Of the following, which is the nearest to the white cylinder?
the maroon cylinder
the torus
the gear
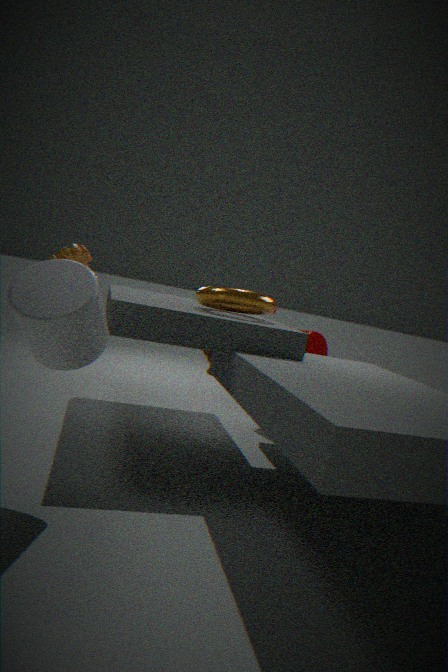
the gear
